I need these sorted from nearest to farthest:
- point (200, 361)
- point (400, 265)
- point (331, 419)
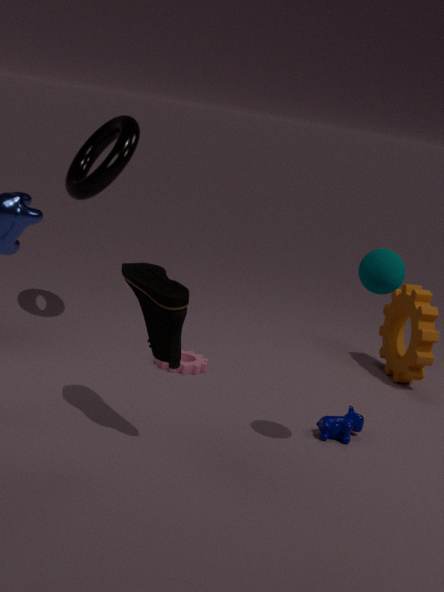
point (400, 265)
point (331, 419)
point (200, 361)
